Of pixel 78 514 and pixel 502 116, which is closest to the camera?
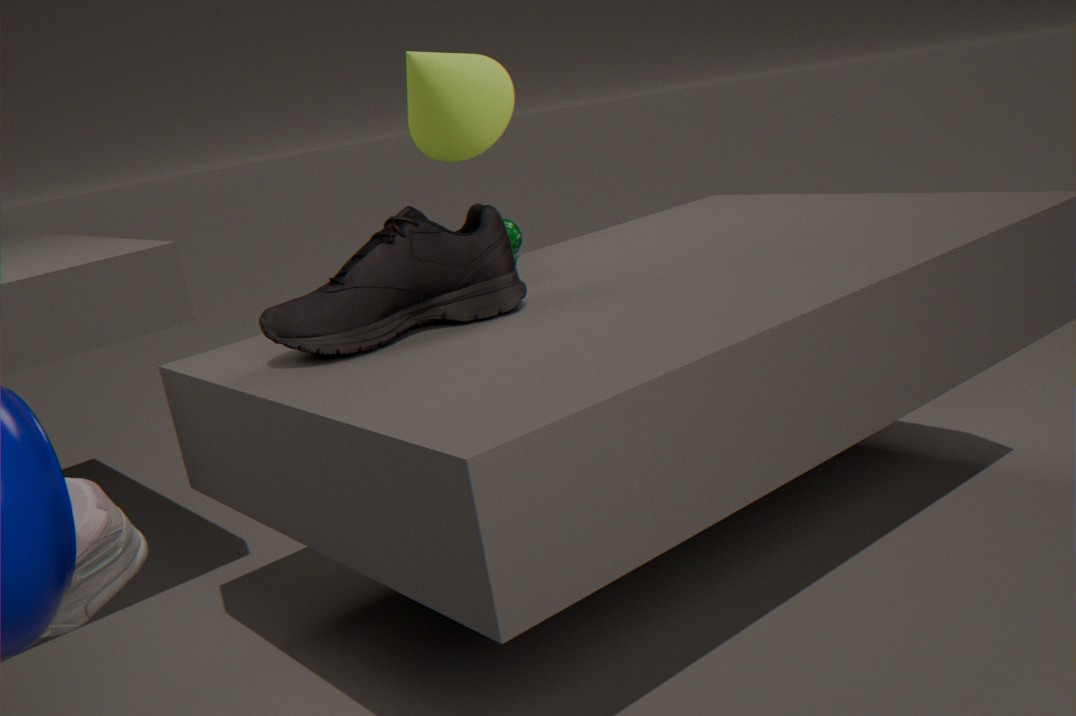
pixel 78 514
